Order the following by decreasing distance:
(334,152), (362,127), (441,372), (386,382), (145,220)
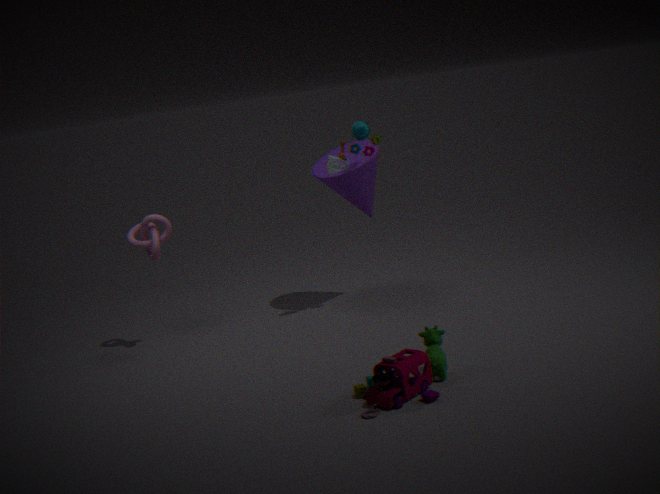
1. (334,152)
2. (362,127)
3. (145,220)
4. (441,372)
5. (386,382)
